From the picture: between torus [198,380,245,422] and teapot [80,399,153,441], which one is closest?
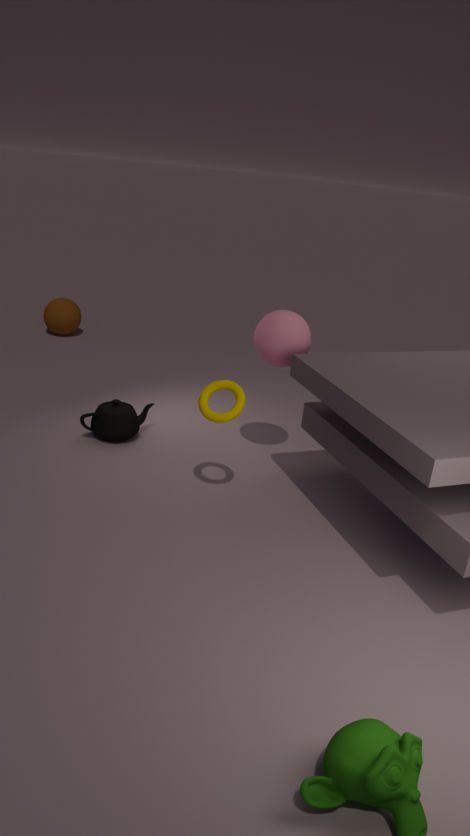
torus [198,380,245,422]
